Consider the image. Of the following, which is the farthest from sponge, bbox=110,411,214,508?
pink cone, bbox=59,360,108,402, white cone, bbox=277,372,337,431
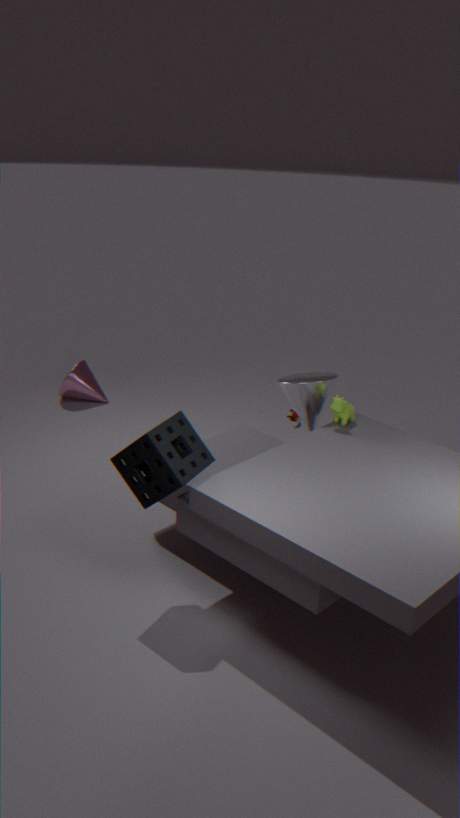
pink cone, bbox=59,360,108,402
